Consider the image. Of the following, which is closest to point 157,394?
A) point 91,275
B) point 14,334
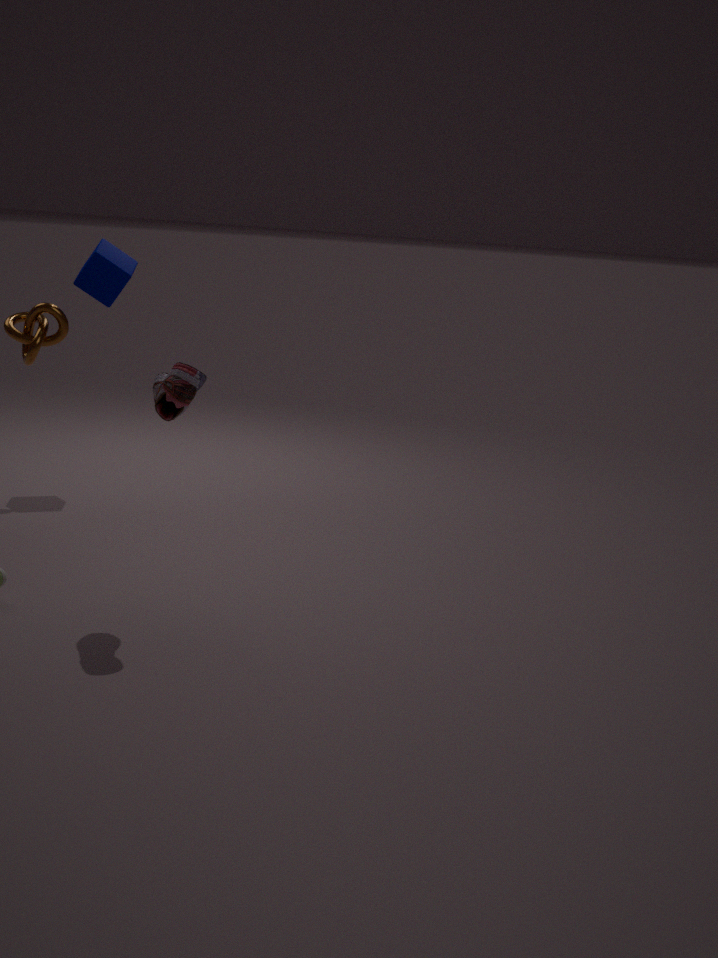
point 14,334
